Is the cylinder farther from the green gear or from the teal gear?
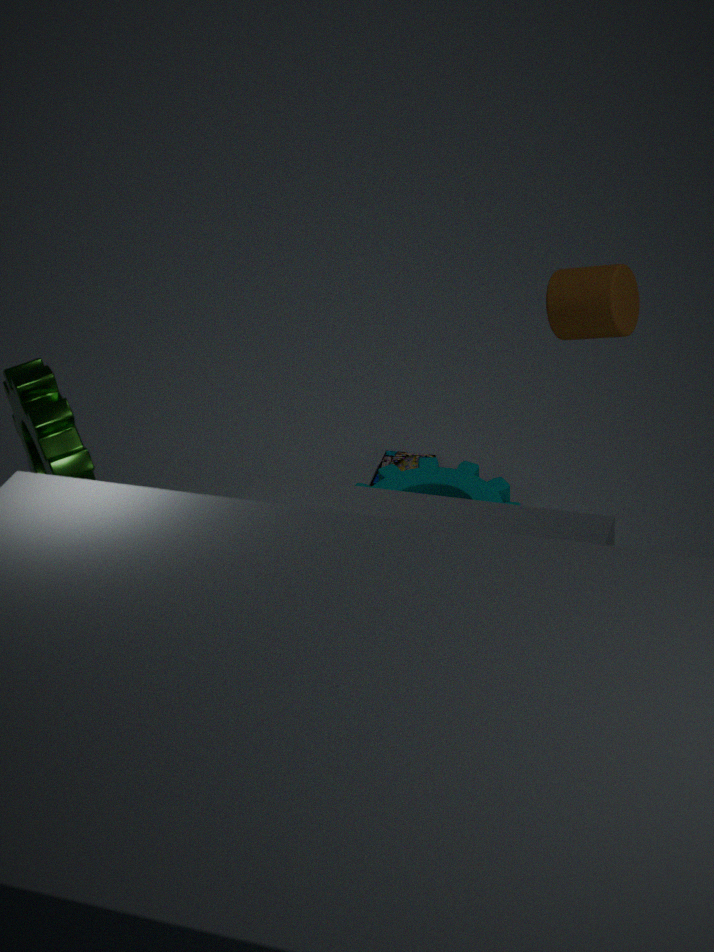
the green gear
